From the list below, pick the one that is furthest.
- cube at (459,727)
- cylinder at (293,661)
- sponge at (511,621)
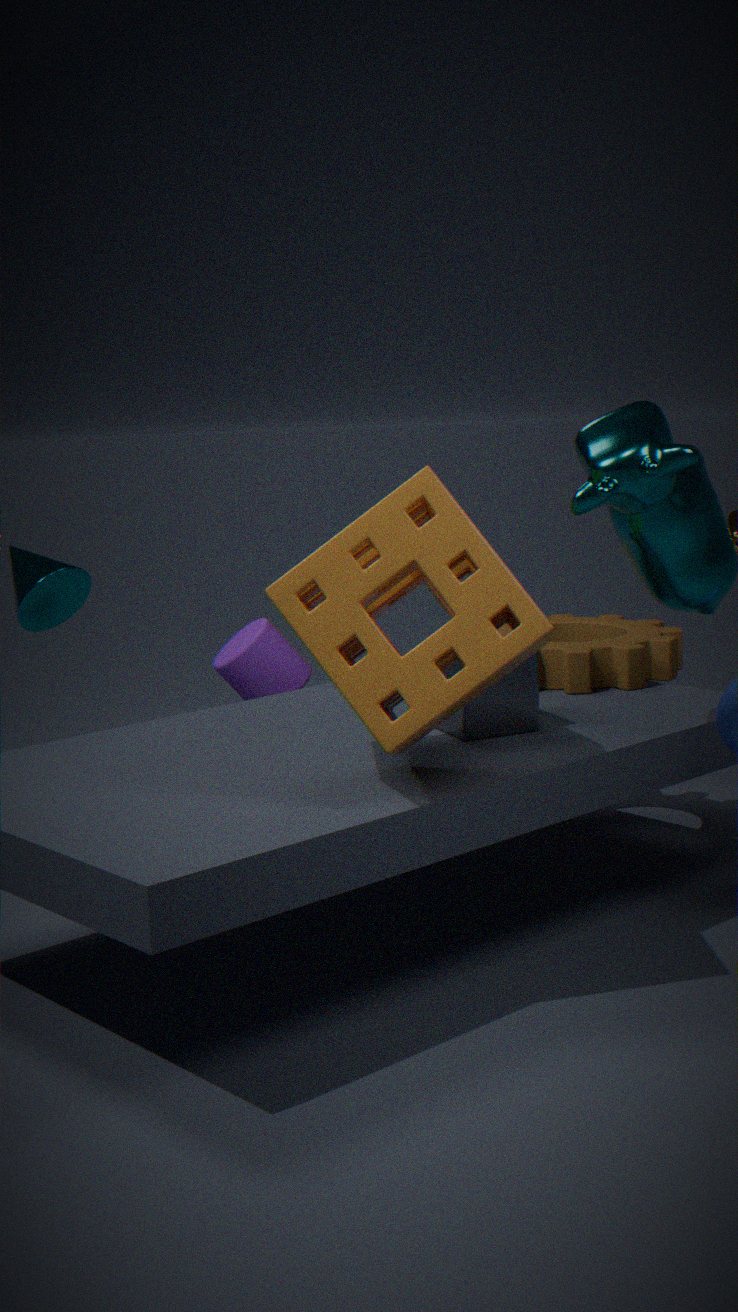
cylinder at (293,661)
